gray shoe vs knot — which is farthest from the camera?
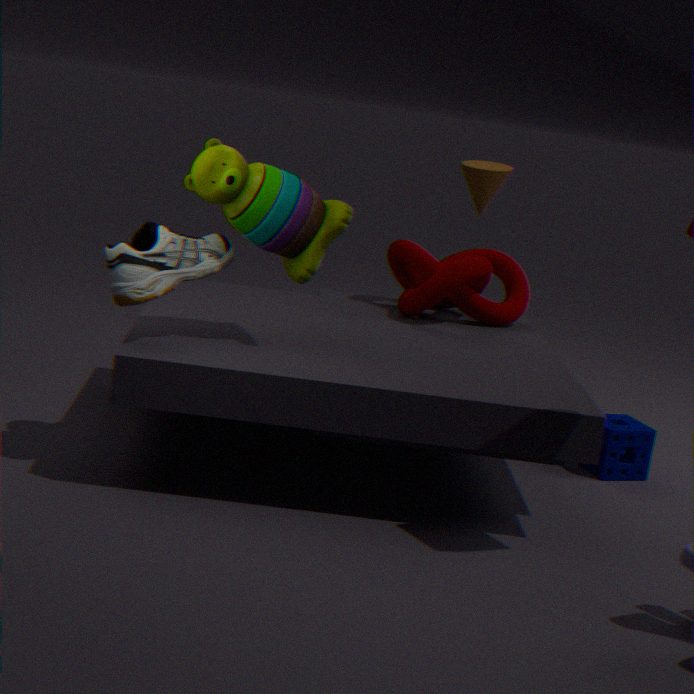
knot
